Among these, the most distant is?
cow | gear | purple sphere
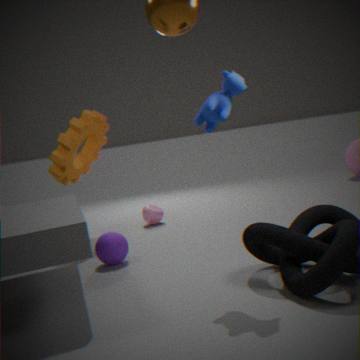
gear
